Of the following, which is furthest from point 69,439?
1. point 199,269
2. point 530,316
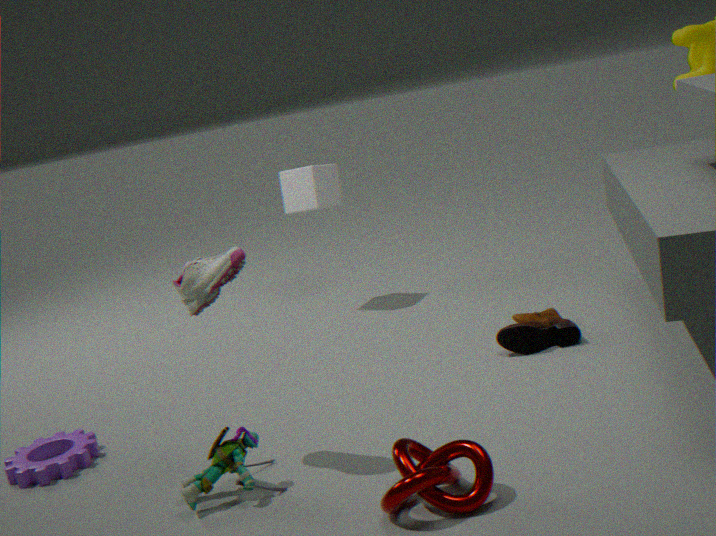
point 530,316
